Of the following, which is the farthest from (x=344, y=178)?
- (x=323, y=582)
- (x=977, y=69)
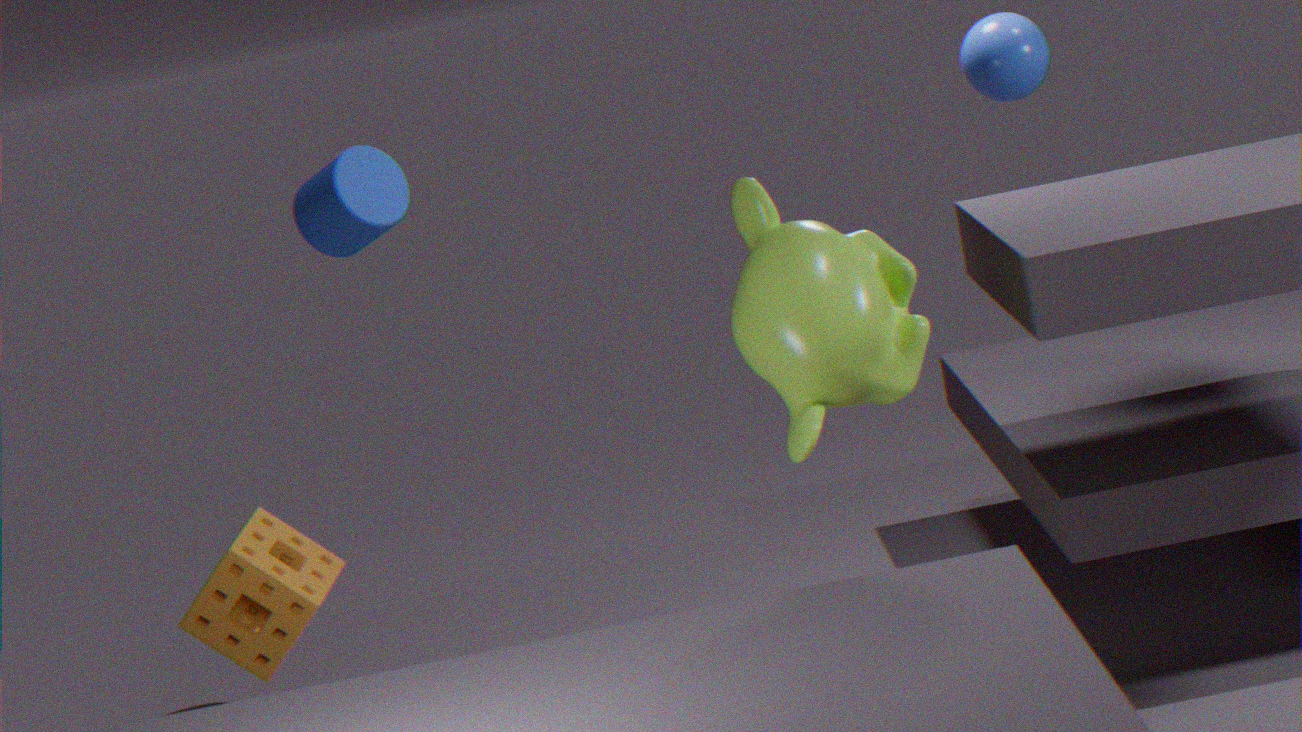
(x=977, y=69)
